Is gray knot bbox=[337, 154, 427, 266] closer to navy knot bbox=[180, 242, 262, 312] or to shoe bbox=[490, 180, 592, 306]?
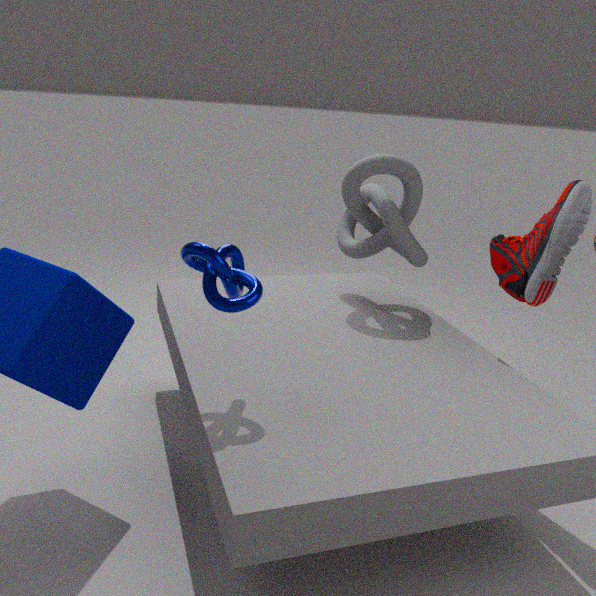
shoe bbox=[490, 180, 592, 306]
